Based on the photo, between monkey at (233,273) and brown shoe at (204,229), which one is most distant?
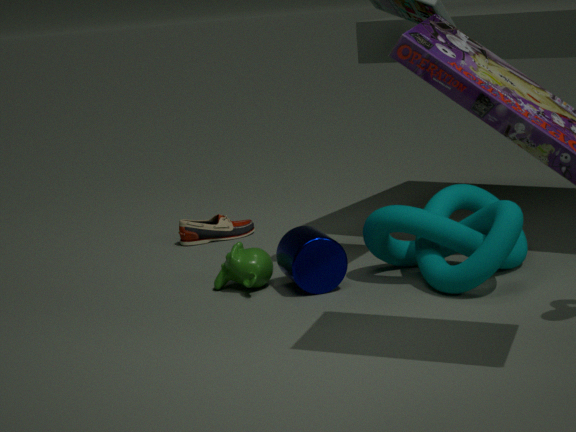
brown shoe at (204,229)
